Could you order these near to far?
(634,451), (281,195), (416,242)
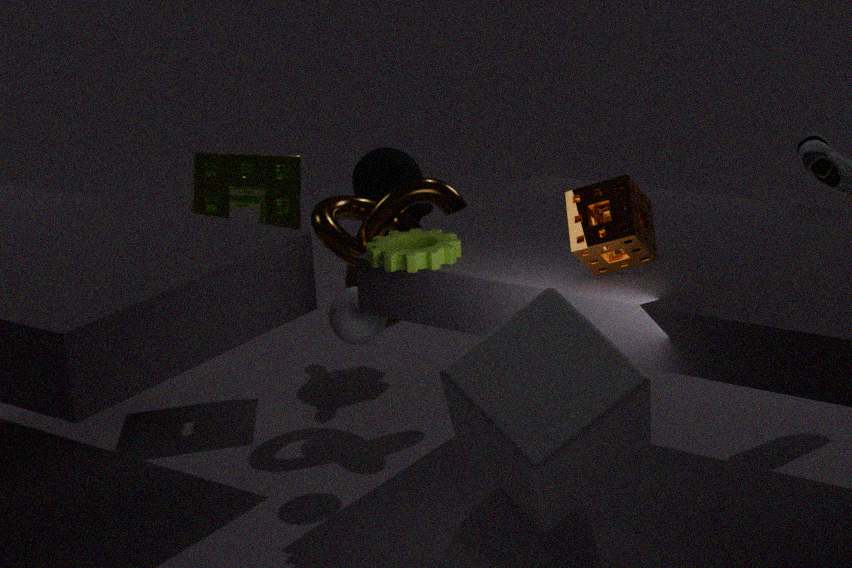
(634,451) → (416,242) → (281,195)
